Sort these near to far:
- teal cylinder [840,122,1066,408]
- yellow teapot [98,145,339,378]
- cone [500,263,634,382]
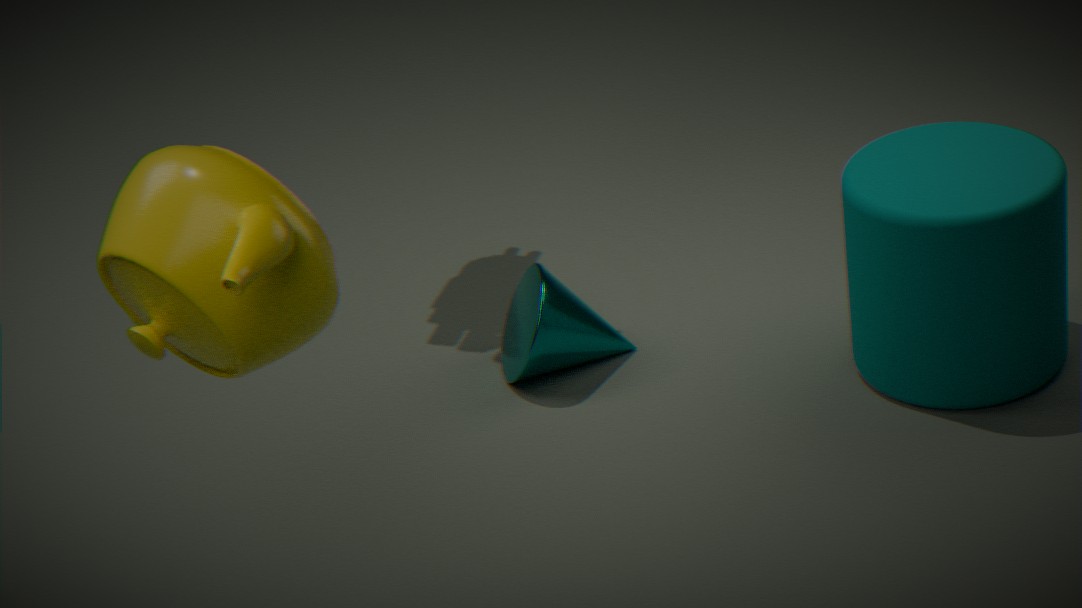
yellow teapot [98,145,339,378] → teal cylinder [840,122,1066,408] → cone [500,263,634,382]
